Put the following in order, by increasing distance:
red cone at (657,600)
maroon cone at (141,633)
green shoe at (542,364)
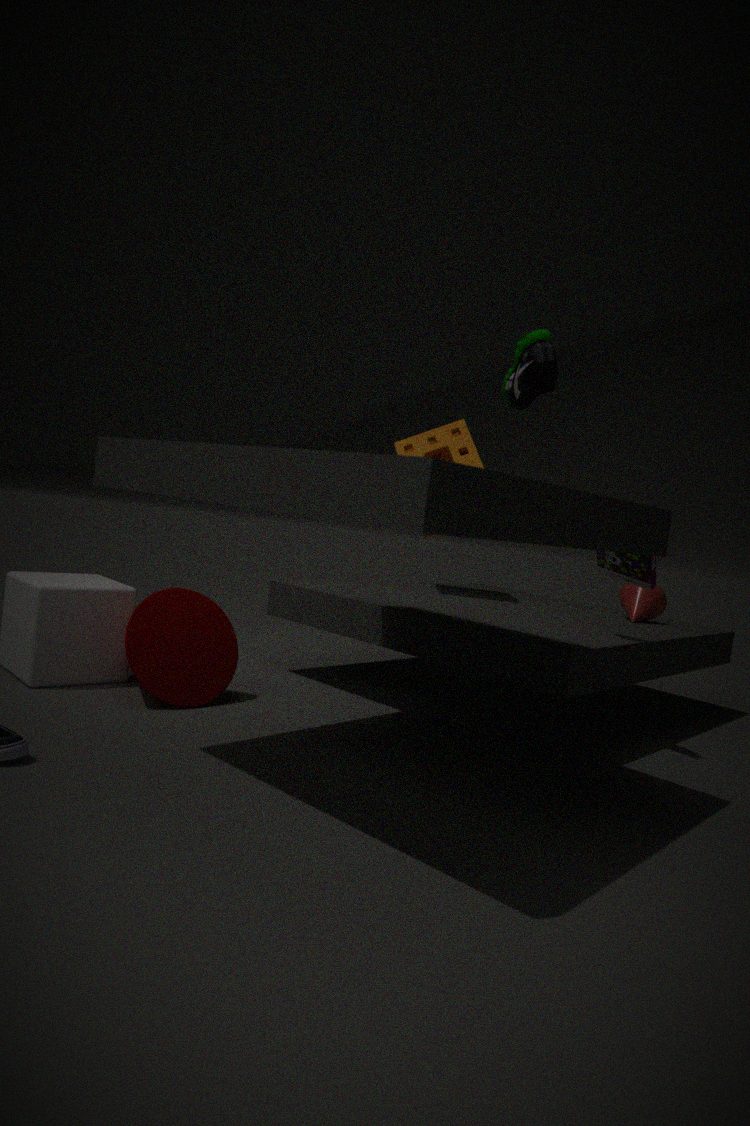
green shoe at (542,364), maroon cone at (141,633), red cone at (657,600)
